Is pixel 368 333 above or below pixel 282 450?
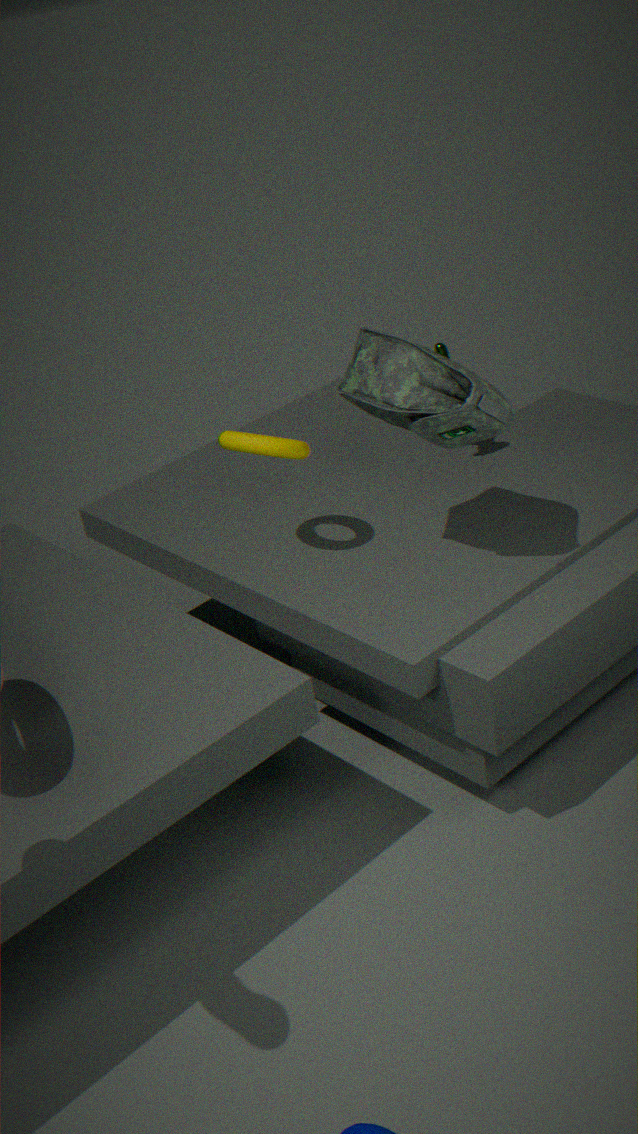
above
